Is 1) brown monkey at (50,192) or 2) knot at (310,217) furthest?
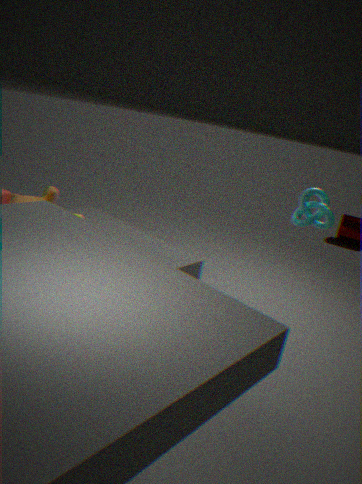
1. brown monkey at (50,192)
